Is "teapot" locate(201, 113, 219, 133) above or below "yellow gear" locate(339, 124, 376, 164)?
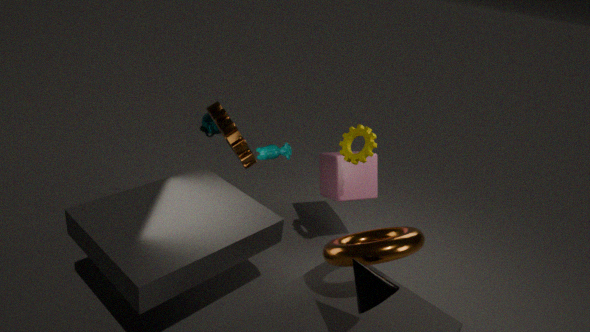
below
